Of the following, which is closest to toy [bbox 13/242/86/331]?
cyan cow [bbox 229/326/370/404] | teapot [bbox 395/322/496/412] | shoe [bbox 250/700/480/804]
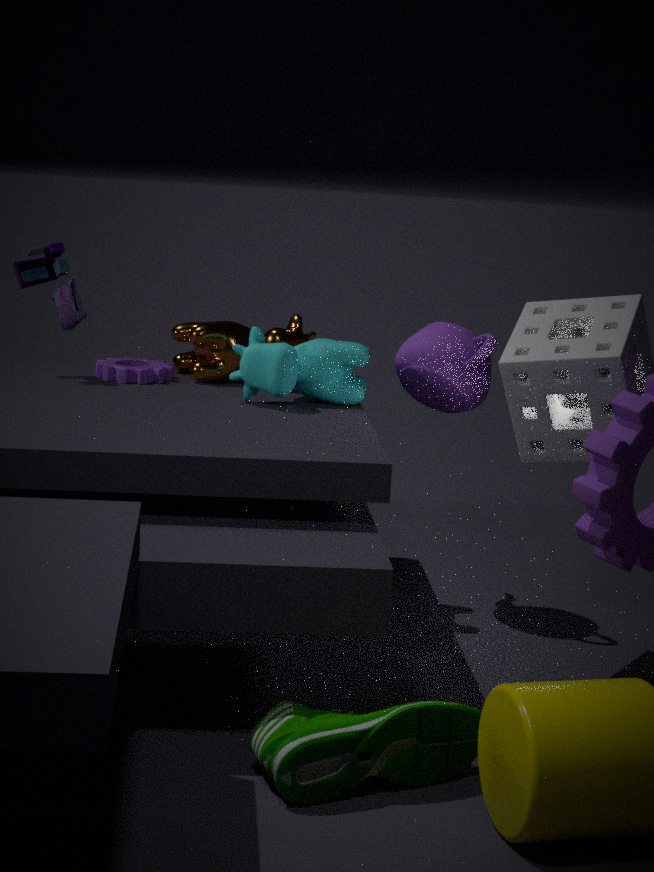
cyan cow [bbox 229/326/370/404]
